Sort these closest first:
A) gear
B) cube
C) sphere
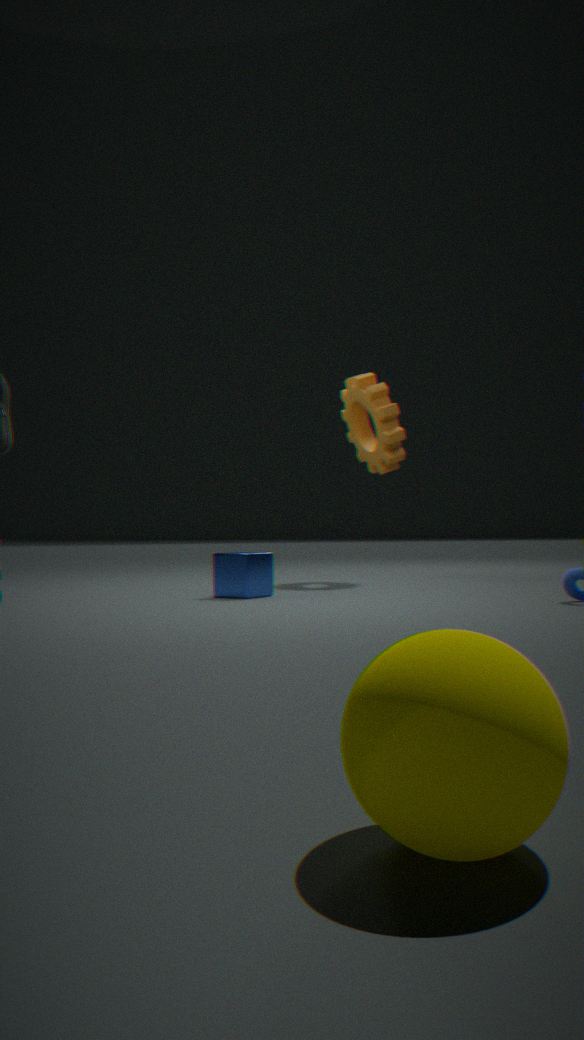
1. sphere
2. cube
3. gear
